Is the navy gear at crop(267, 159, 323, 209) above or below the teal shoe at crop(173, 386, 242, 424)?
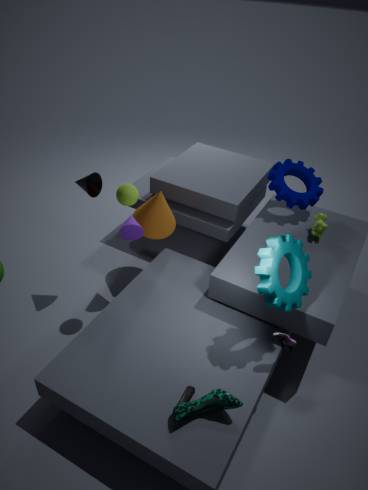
above
